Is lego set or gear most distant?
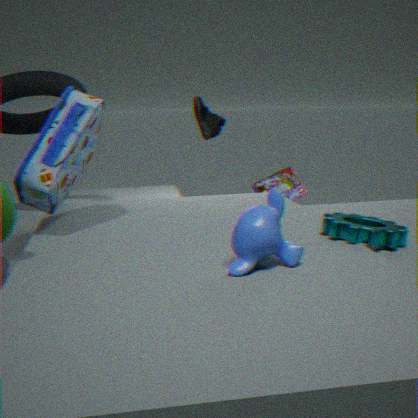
lego set
